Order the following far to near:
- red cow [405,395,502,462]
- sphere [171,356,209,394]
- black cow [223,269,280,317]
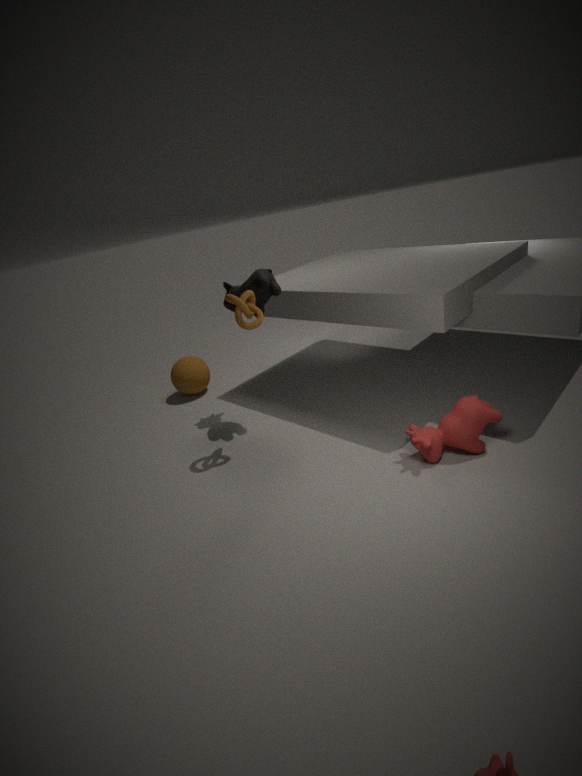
sphere [171,356,209,394] → black cow [223,269,280,317] → red cow [405,395,502,462]
